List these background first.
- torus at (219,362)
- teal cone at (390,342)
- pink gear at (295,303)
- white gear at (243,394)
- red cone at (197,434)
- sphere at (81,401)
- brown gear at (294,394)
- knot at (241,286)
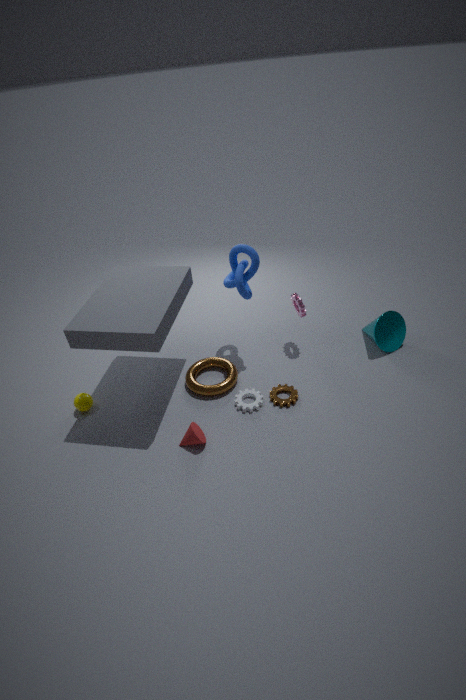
pink gear at (295,303)
teal cone at (390,342)
torus at (219,362)
knot at (241,286)
sphere at (81,401)
brown gear at (294,394)
white gear at (243,394)
red cone at (197,434)
